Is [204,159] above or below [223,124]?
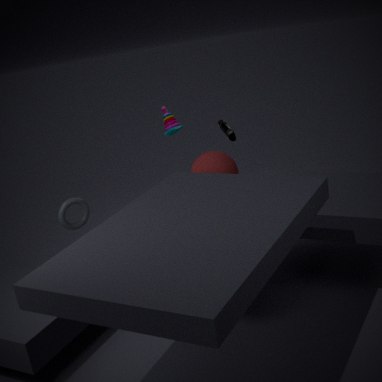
below
